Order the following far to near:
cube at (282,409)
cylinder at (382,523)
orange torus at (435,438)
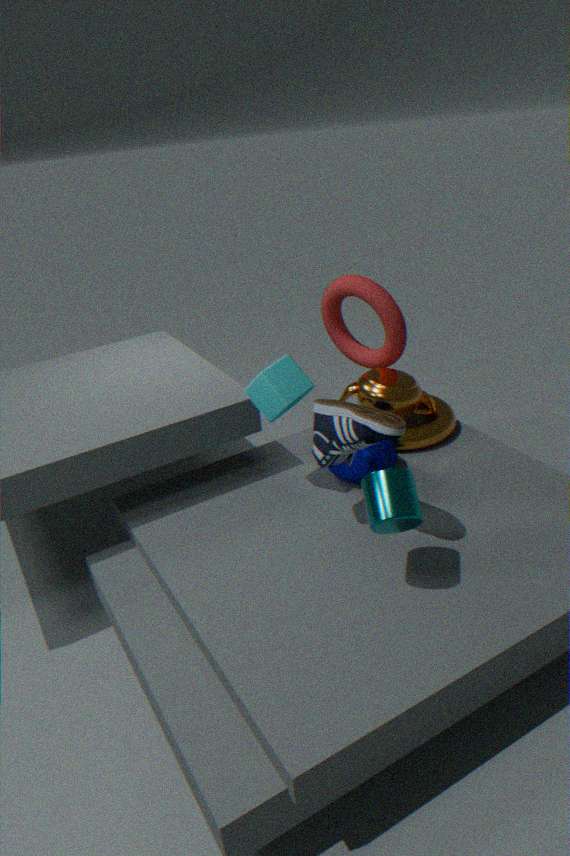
orange torus at (435,438) < cube at (282,409) < cylinder at (382,523)
